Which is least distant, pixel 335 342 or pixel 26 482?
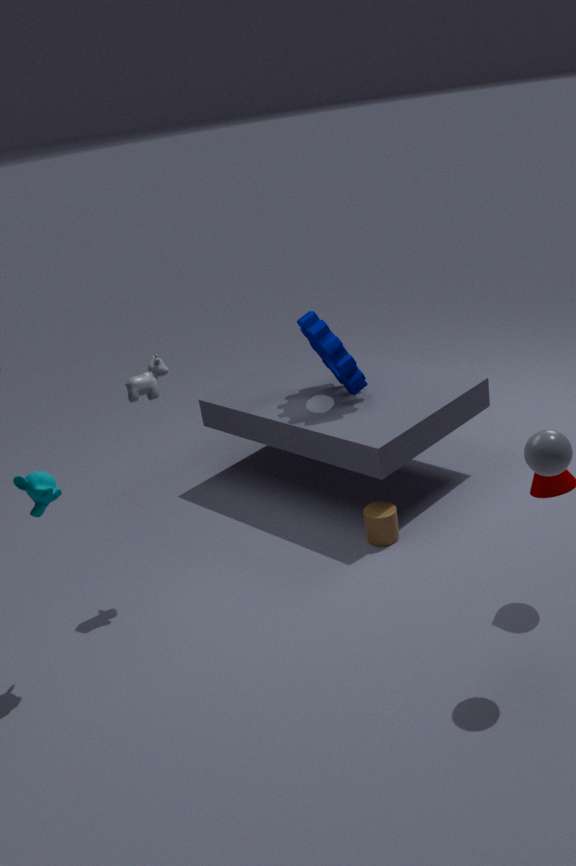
pixel 26 482
